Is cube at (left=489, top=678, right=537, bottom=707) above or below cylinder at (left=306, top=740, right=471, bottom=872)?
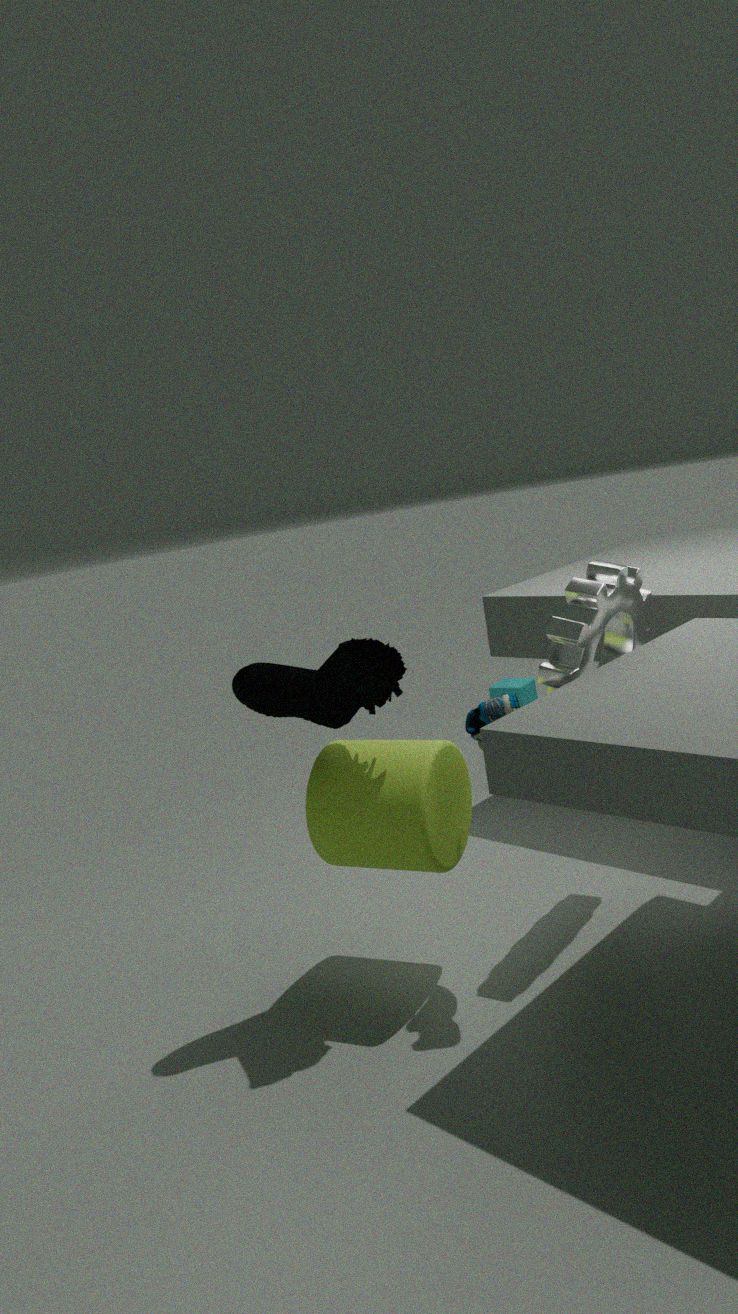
below
